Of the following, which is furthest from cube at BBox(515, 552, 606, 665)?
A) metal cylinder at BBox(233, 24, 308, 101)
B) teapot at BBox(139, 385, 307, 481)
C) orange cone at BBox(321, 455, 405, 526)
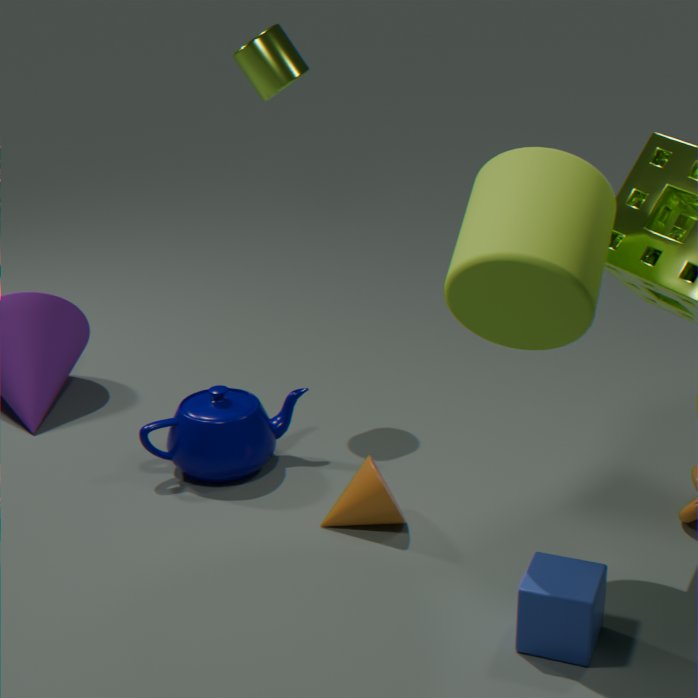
metal cylinder at BBox(233, 24, 308, 101)
